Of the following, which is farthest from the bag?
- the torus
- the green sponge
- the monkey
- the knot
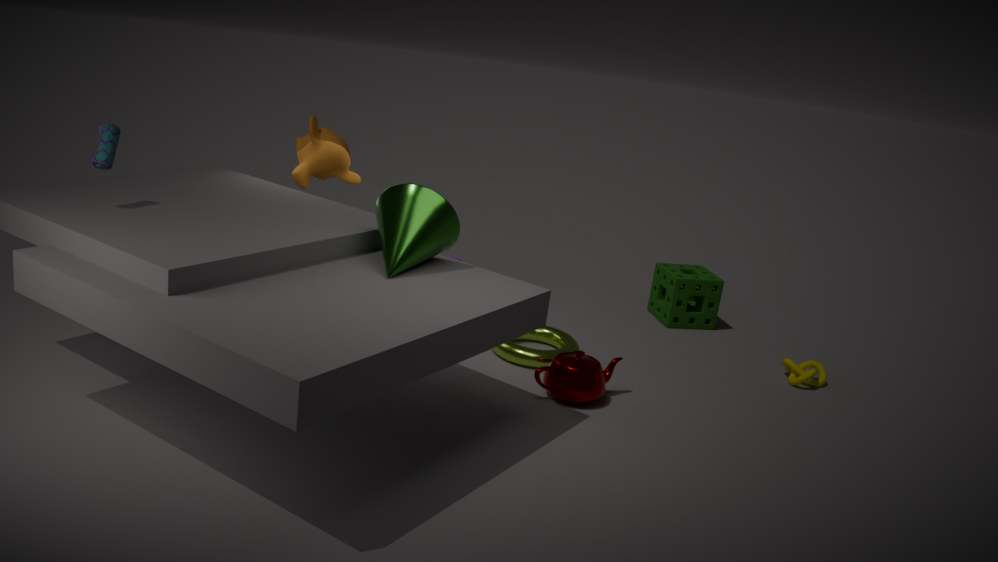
the knot
